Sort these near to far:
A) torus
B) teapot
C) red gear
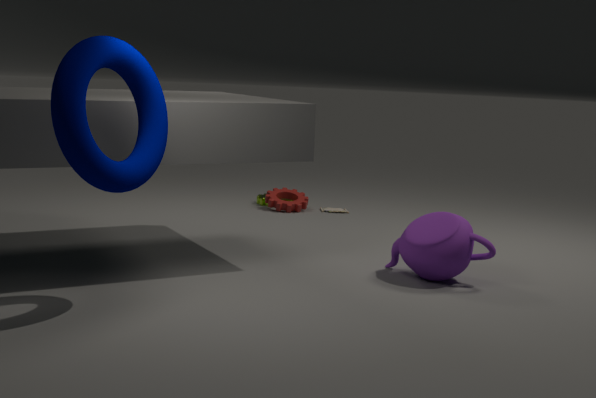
torus, teapot, red gear
